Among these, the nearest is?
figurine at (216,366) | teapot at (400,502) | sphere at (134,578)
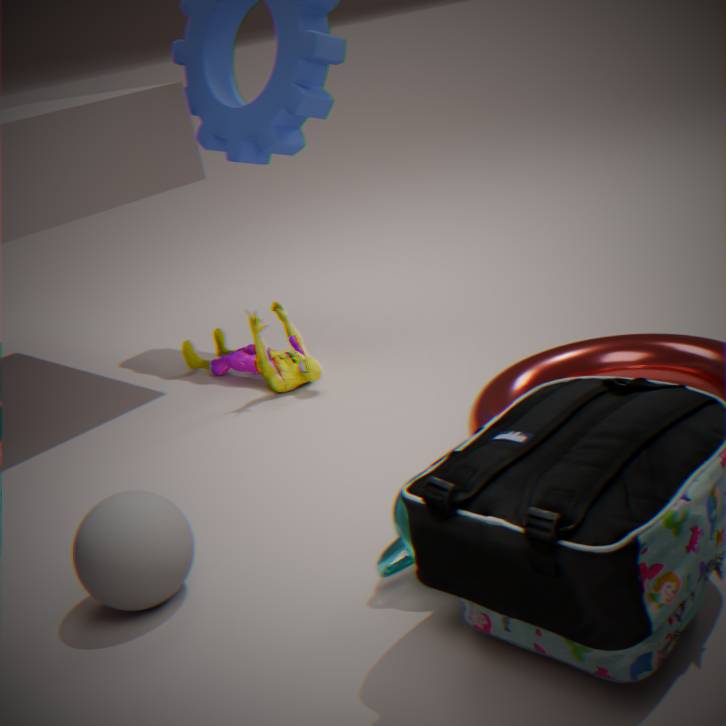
teapot at (400,502)
